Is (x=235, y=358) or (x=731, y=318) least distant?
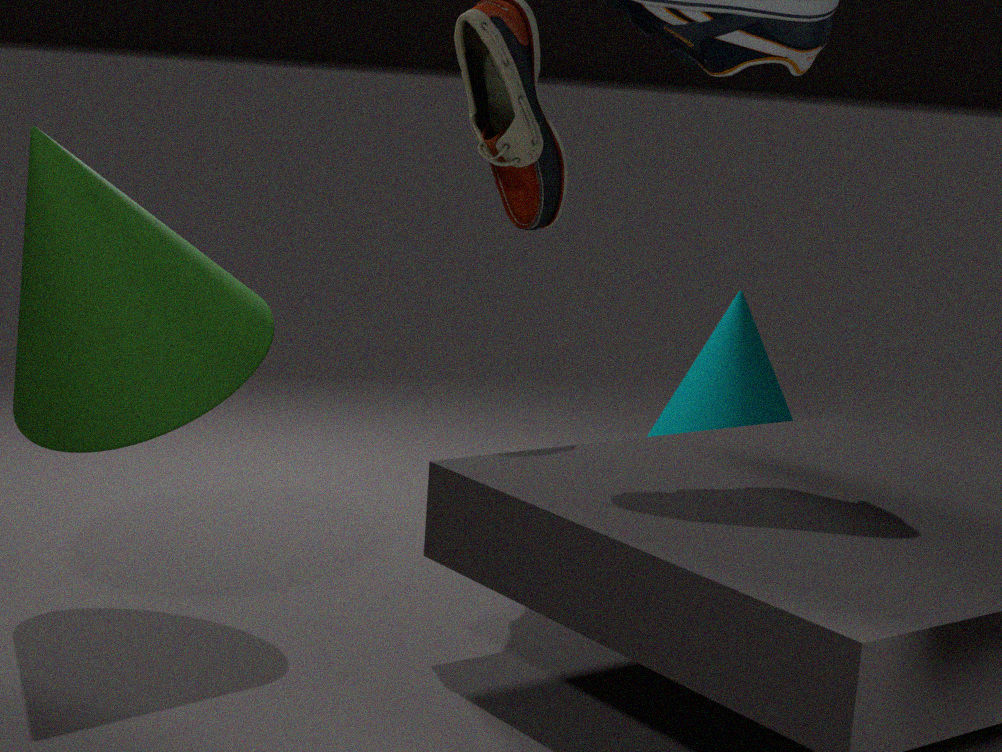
(x=235, y=358)
